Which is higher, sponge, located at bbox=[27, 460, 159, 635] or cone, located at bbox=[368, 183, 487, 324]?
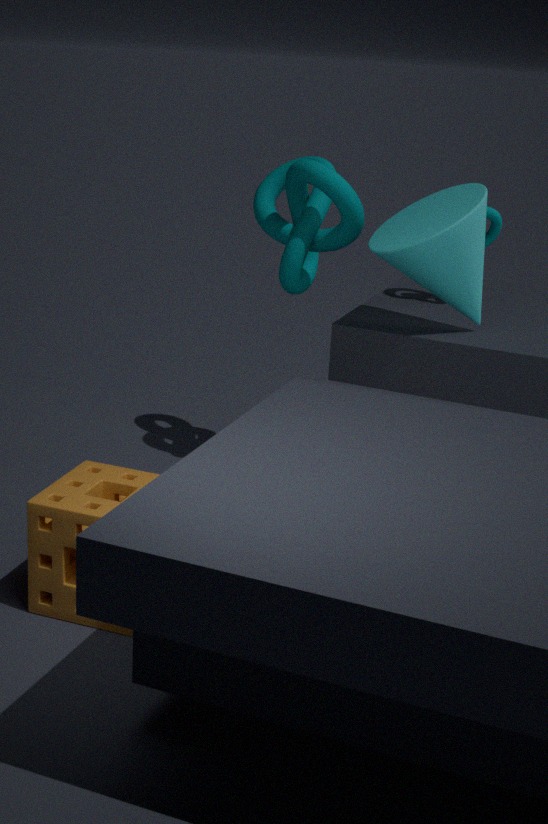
cone, located at bbox=[368, 183, 487, 324]
